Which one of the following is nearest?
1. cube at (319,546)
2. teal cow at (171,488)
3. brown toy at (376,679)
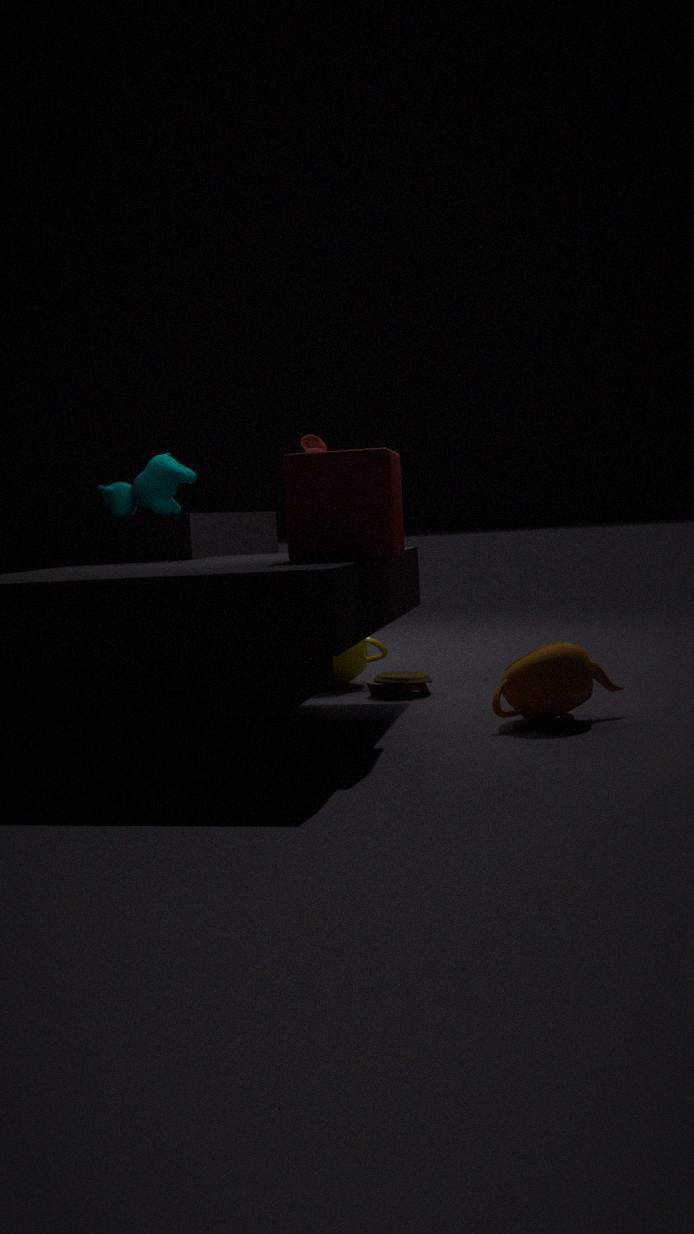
cube at (319,546)
